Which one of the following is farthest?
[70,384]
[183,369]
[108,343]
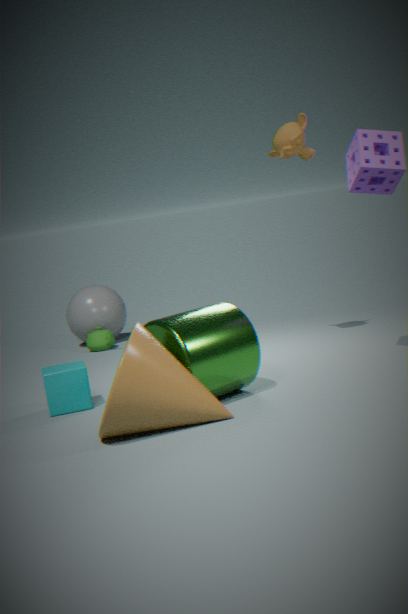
[108,343]
